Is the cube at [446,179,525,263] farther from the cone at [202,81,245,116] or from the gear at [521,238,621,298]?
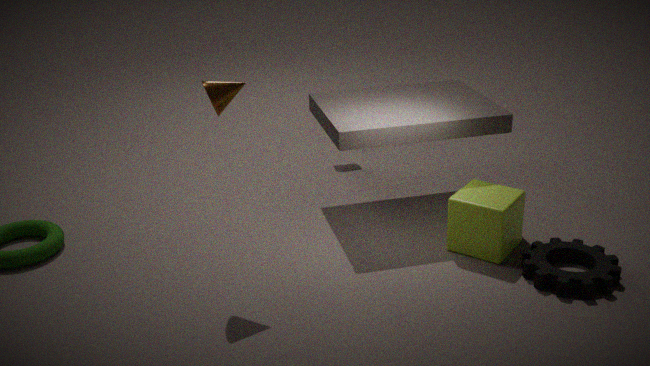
the cone at [202,81,245,116]
